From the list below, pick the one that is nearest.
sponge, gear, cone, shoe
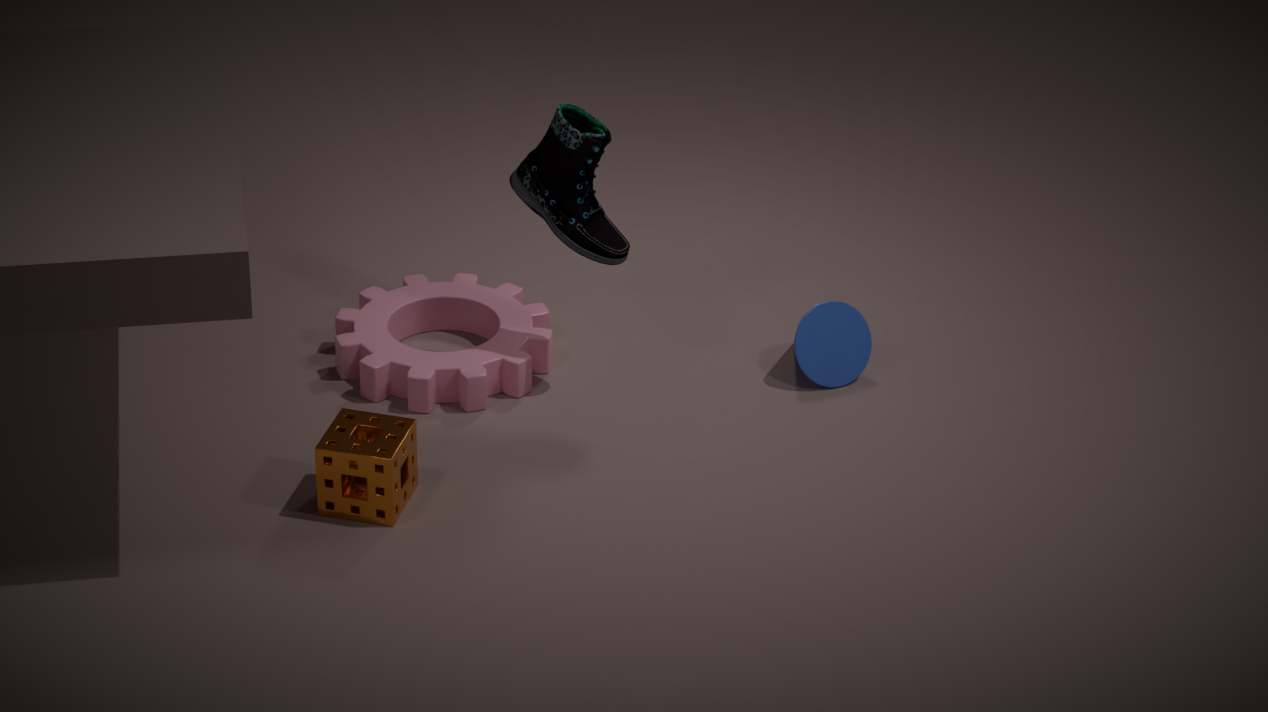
sponge
